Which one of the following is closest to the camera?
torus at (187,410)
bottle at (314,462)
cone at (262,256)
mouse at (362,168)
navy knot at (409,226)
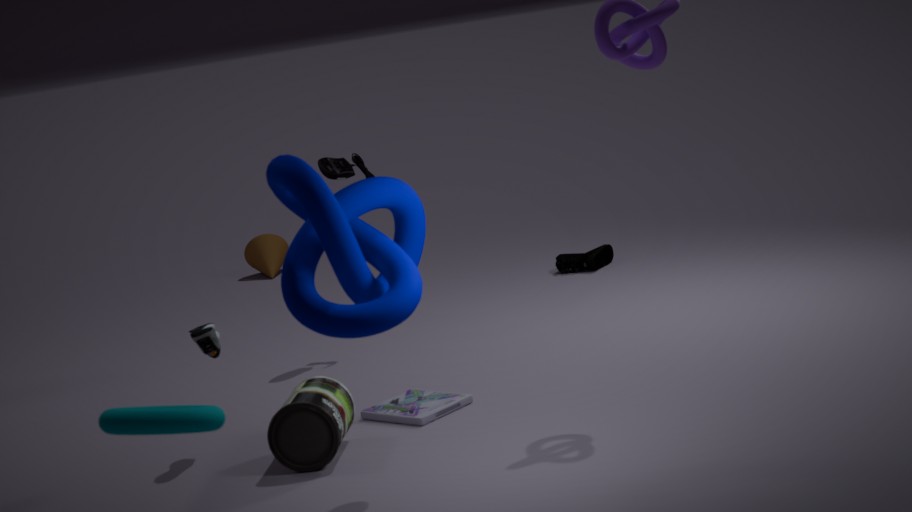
torus at (187,410)
